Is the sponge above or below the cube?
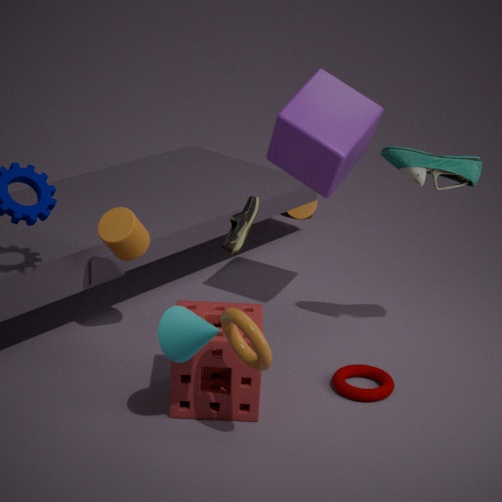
below
